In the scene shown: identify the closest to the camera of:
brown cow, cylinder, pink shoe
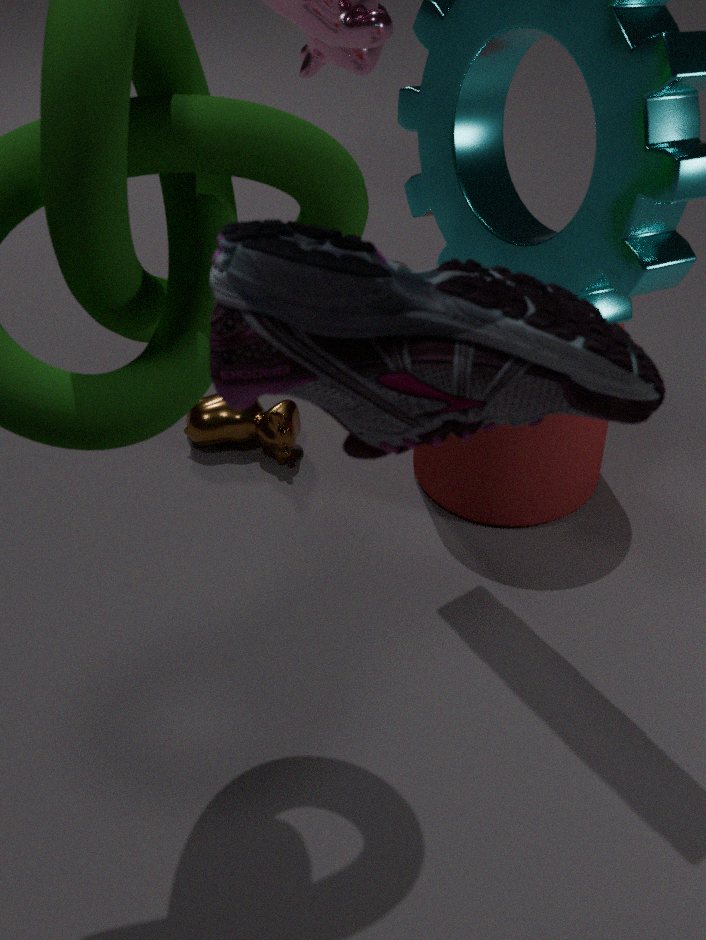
pink shoe
